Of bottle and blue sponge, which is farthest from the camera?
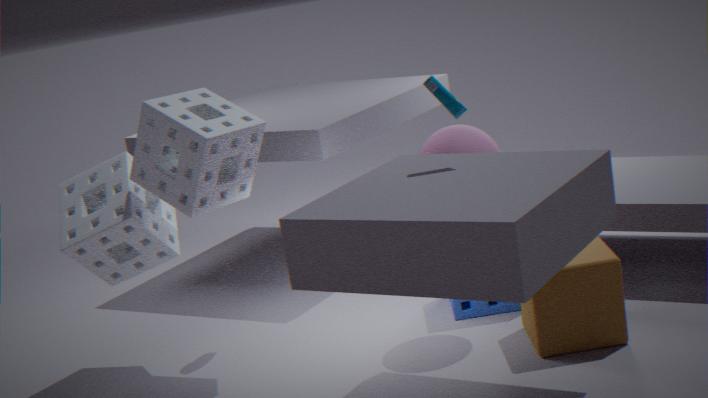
blue sponge
